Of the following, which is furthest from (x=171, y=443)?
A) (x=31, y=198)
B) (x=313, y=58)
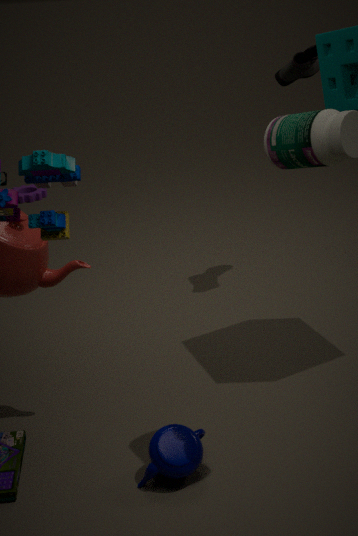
(x=31, y=198)
